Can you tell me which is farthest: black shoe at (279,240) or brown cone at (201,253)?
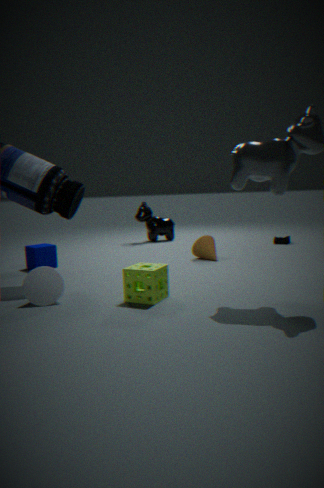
black shoe at (279,240)
